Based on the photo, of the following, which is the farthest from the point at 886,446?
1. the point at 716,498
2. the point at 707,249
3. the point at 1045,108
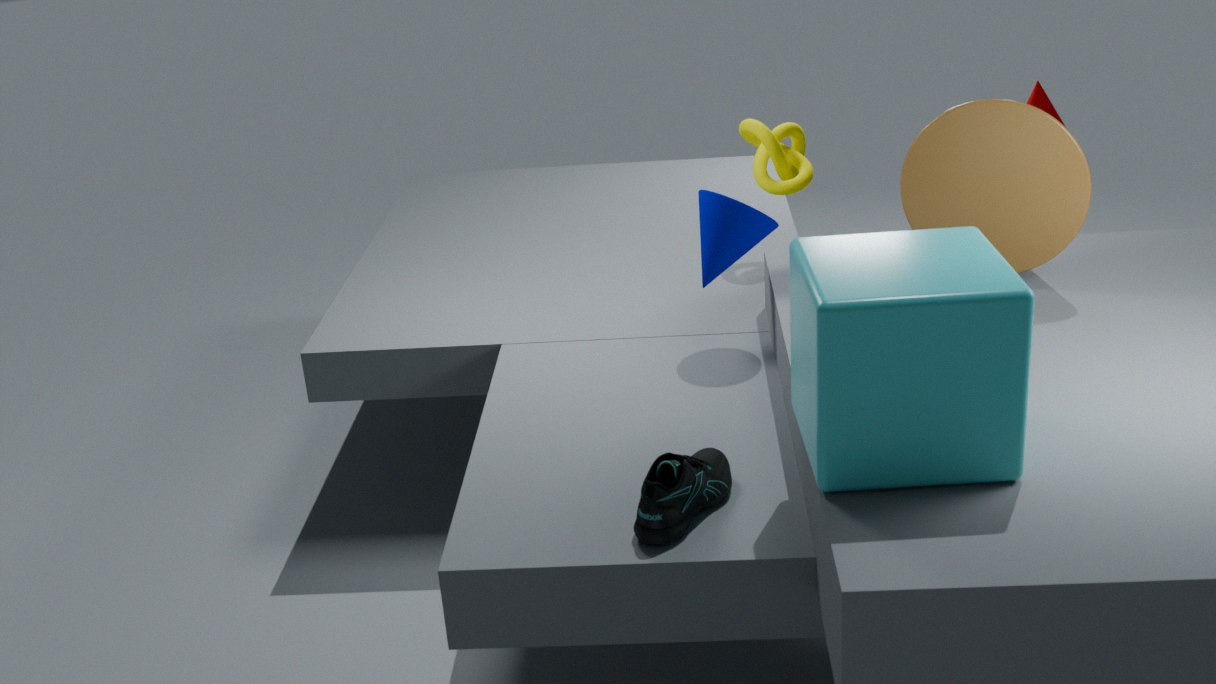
the point at 1045,108
